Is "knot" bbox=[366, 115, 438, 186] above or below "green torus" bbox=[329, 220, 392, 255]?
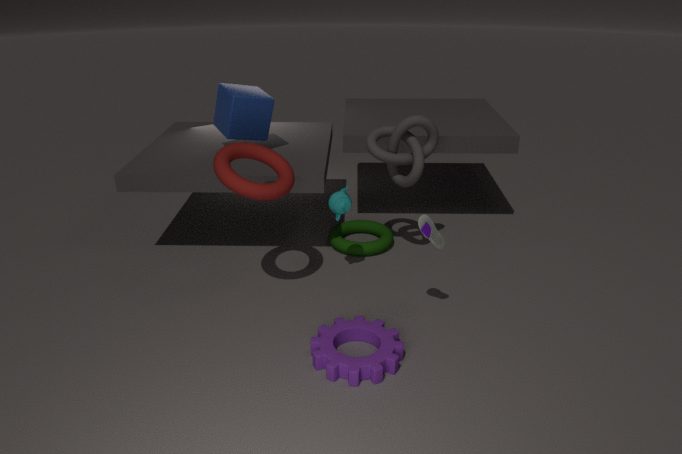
above
